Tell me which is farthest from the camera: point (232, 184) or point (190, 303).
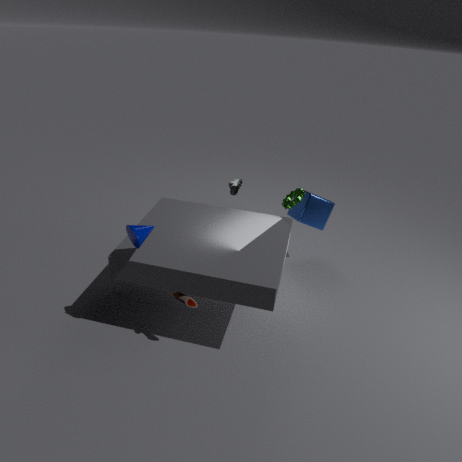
point (232, 184)
